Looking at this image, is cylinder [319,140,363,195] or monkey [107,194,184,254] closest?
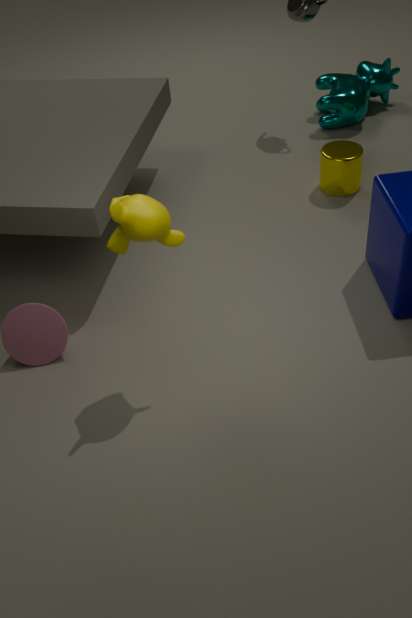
monkey [107,194,184,254]
